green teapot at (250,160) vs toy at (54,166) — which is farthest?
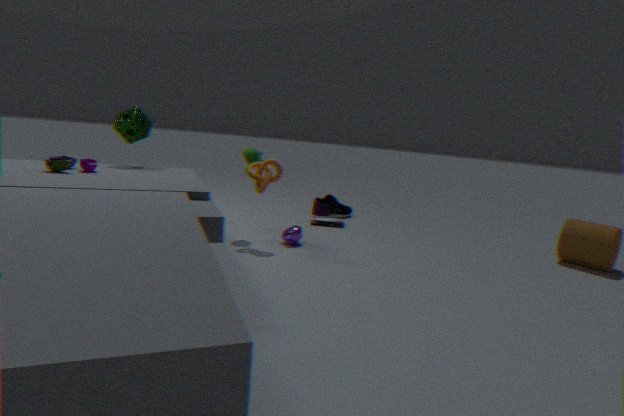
green teapot at (250,160)
